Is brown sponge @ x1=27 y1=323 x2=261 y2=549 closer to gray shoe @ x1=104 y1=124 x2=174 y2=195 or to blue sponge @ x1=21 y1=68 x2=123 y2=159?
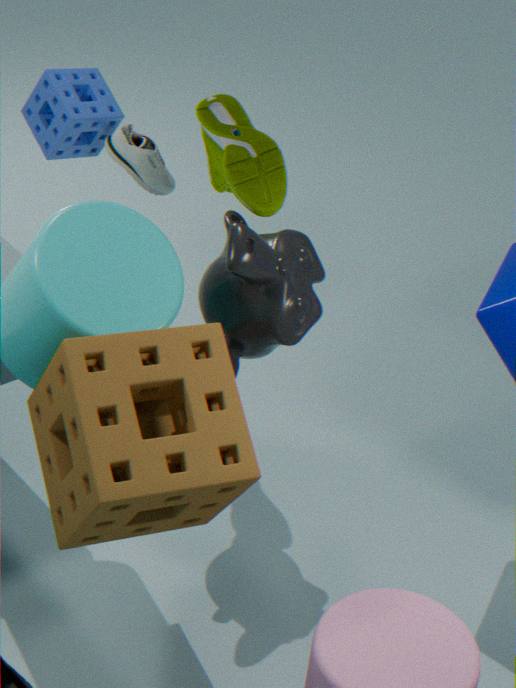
gray shoe @ x1=104 y1=124 x2=174 y2=195
